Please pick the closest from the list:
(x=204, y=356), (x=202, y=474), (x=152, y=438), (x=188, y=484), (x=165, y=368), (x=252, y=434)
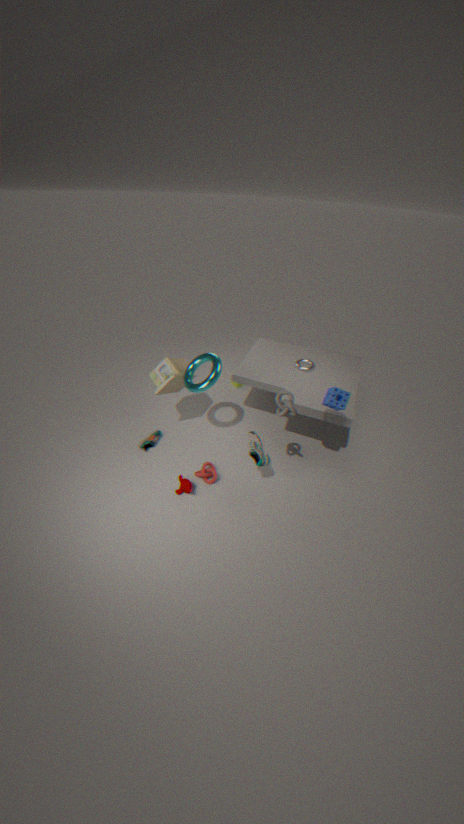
(x=252, y=434)
